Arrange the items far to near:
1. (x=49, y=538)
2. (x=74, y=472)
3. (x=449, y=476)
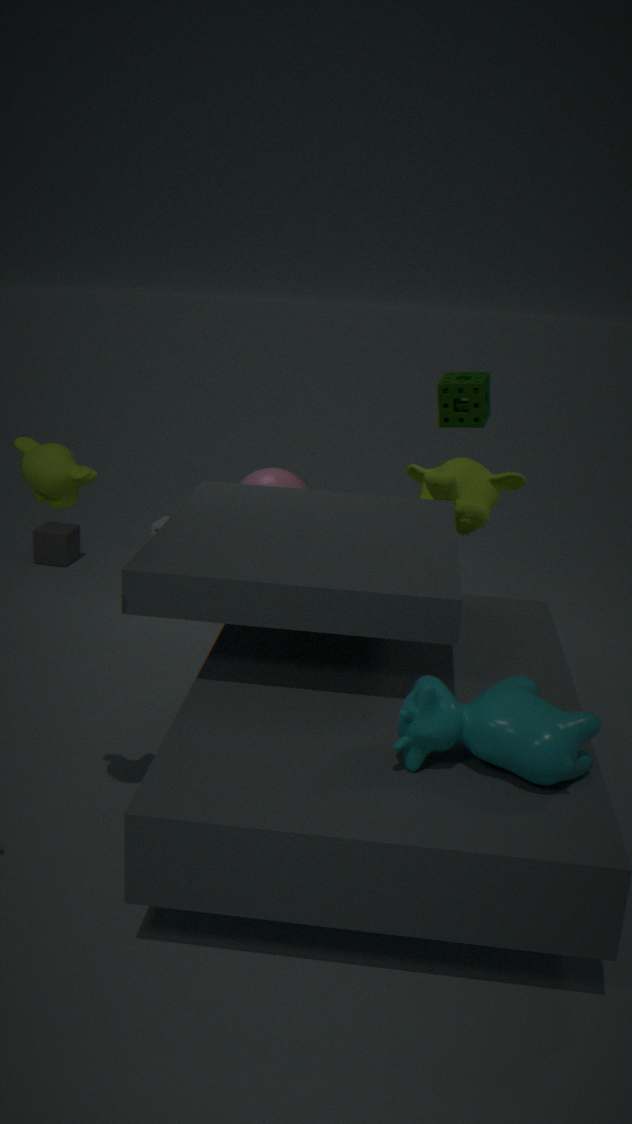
1. (x=49, y=538)
2. (x=449, y=476)
3. (x=74, y=472)
